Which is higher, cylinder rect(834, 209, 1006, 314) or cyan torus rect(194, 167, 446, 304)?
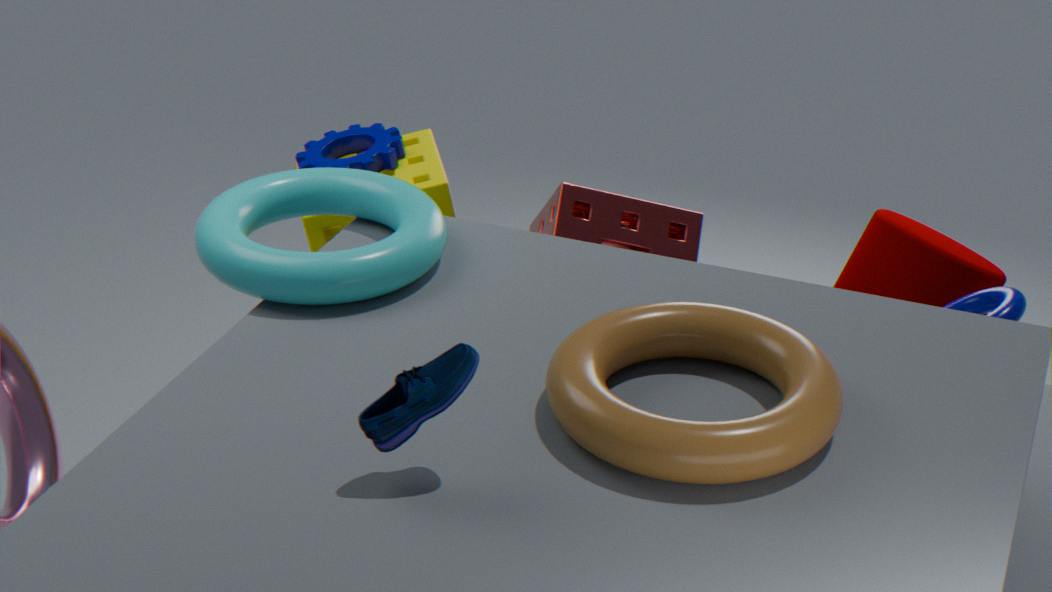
cyan torus rect(194, 167, 446, 304)
